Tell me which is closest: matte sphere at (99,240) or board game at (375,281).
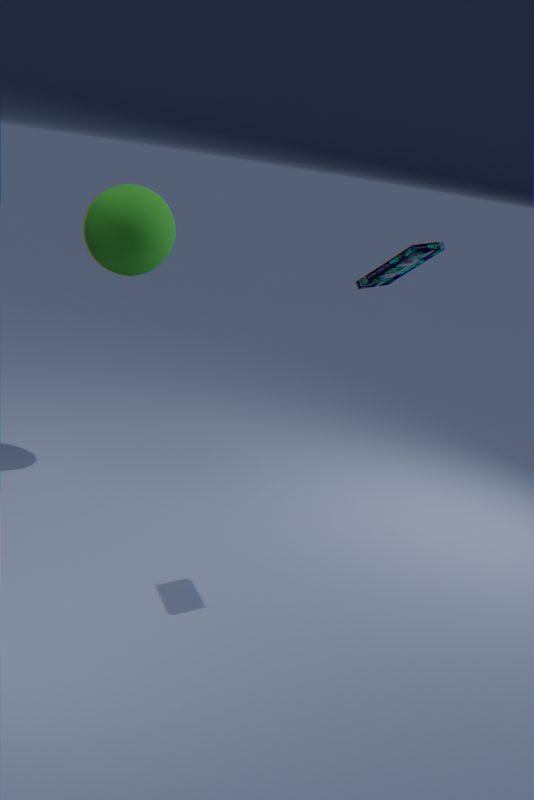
board game at (375,281)
